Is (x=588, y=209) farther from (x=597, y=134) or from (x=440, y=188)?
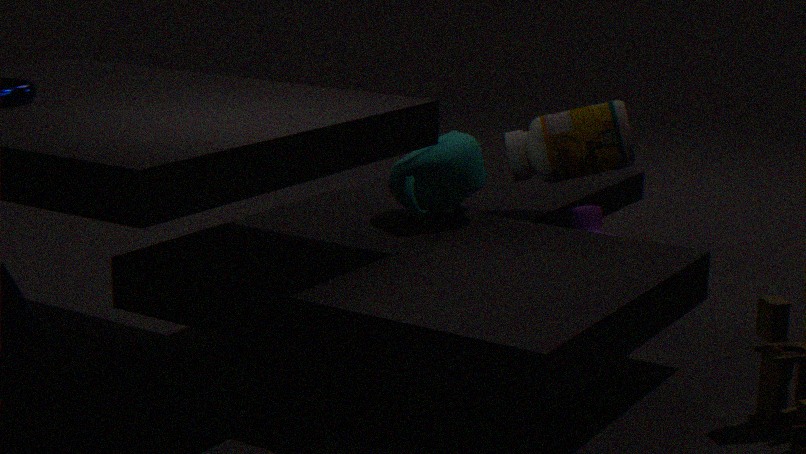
(x=440, y=188)
